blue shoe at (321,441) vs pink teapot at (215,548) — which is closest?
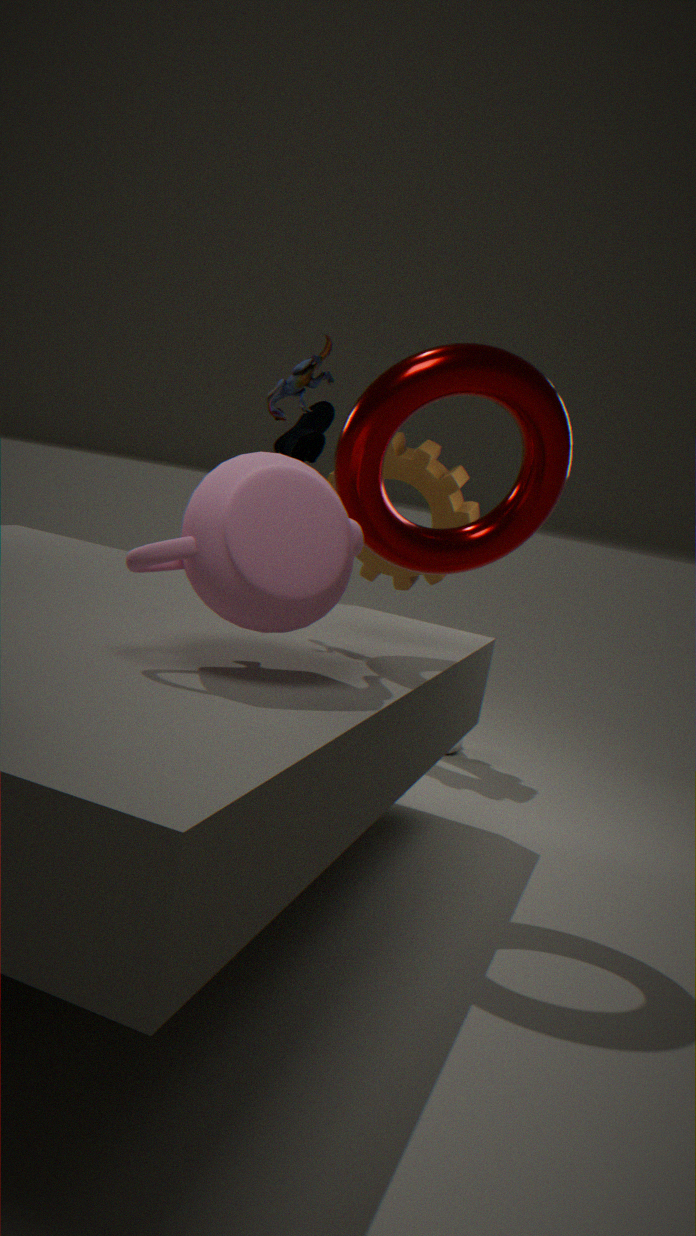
pink teapot at (215,548)
